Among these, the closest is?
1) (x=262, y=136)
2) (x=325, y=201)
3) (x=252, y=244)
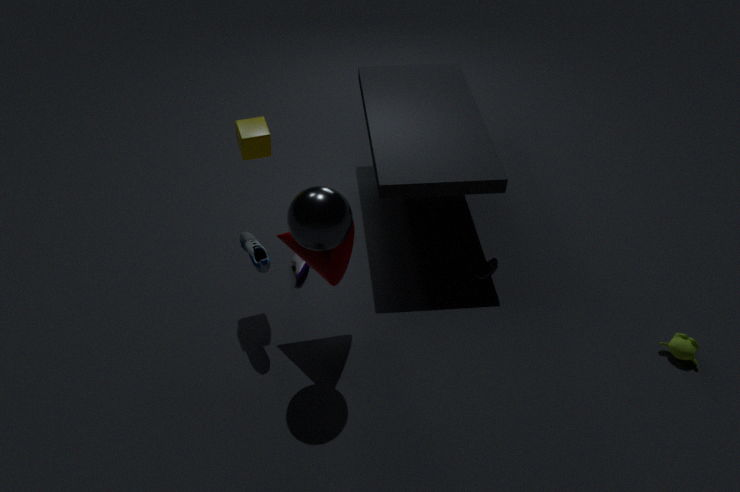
2. (x=325, y=201)
